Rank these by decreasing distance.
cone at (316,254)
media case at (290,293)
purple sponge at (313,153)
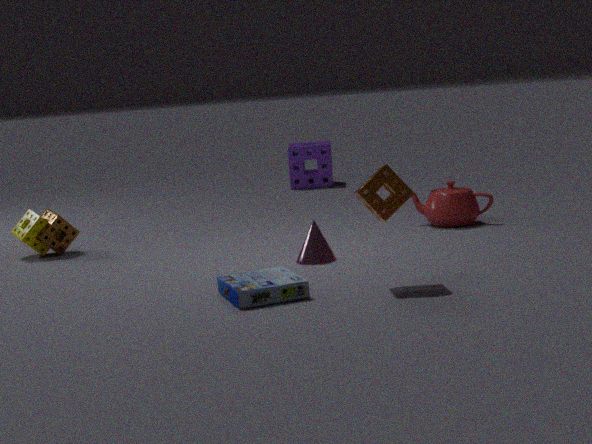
purple sponge at (313,153)
cone at (316,254)
media case at (290,293)
